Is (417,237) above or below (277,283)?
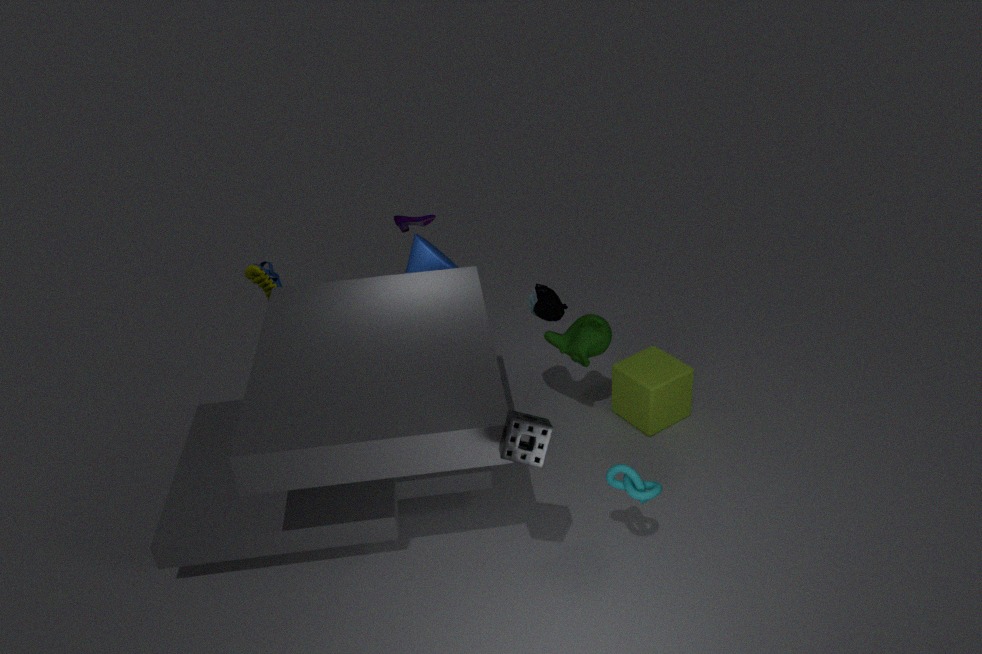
above
